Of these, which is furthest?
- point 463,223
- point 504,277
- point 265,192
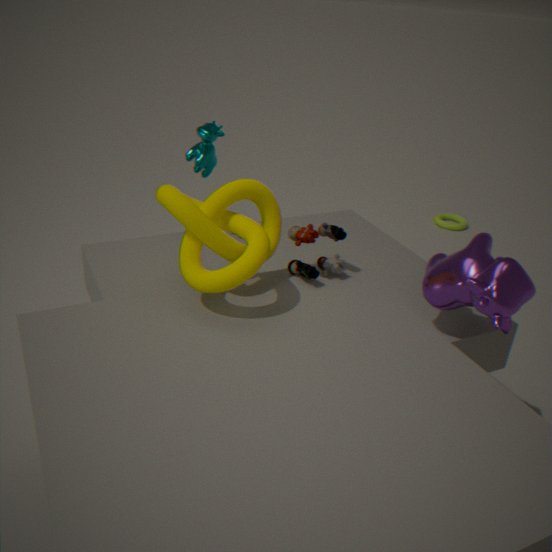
point 463,223
